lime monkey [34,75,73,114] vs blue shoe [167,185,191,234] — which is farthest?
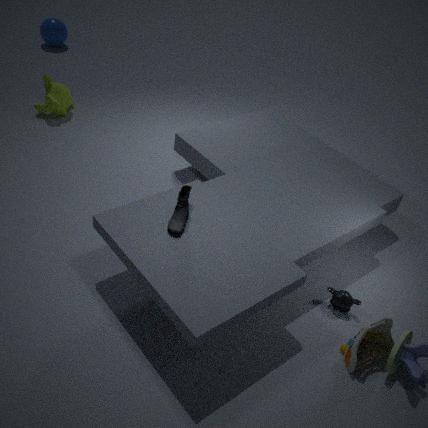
lime monkey [34,75,73,114]
